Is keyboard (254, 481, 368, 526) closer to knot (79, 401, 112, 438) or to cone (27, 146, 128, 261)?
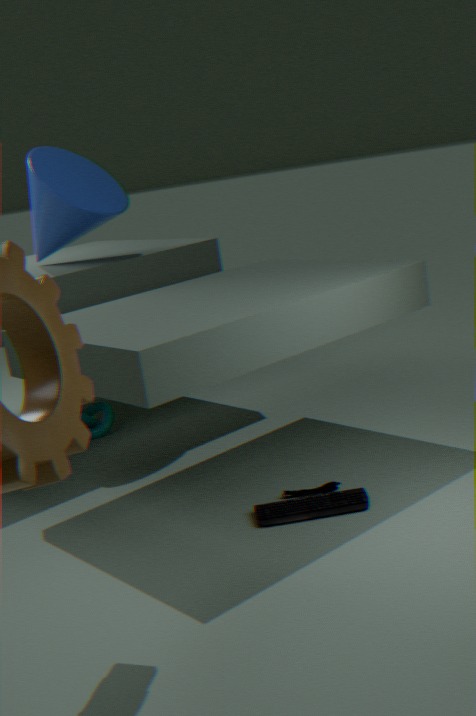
knot (79, 401, 112, 438)
